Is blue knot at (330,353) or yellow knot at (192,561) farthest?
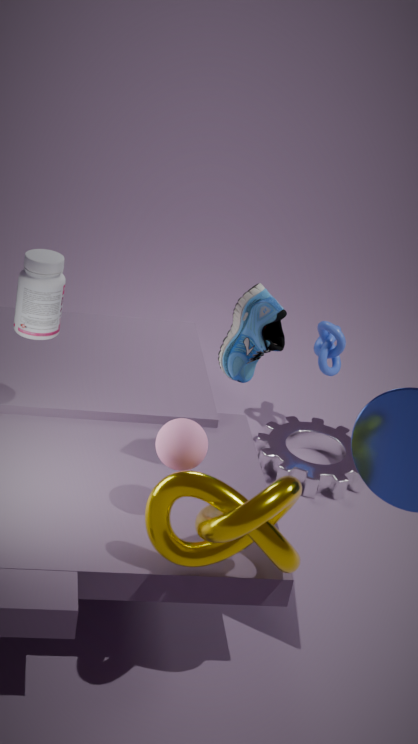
blue knot at (330,353)
